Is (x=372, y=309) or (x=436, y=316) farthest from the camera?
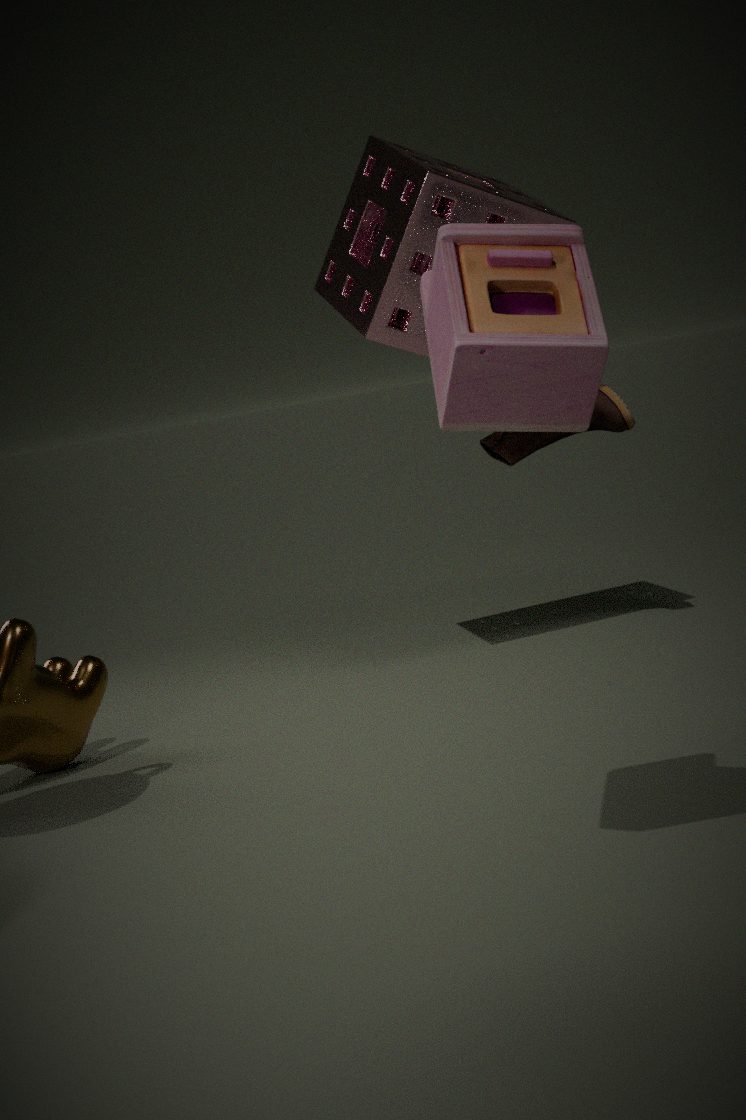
(x=372, y=309)
